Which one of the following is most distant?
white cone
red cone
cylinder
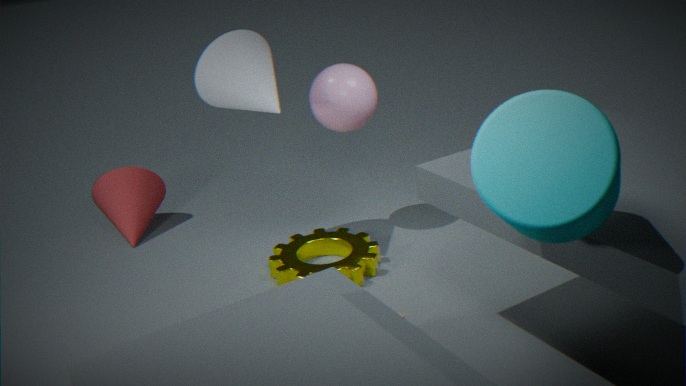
red cone
